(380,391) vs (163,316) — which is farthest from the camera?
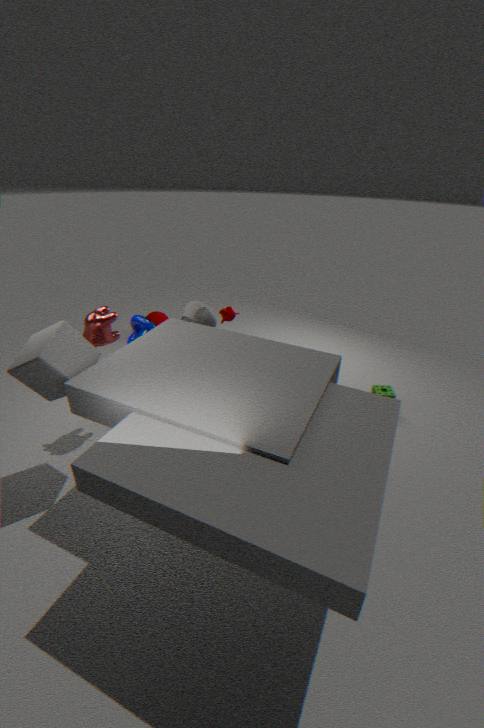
(163,316)
